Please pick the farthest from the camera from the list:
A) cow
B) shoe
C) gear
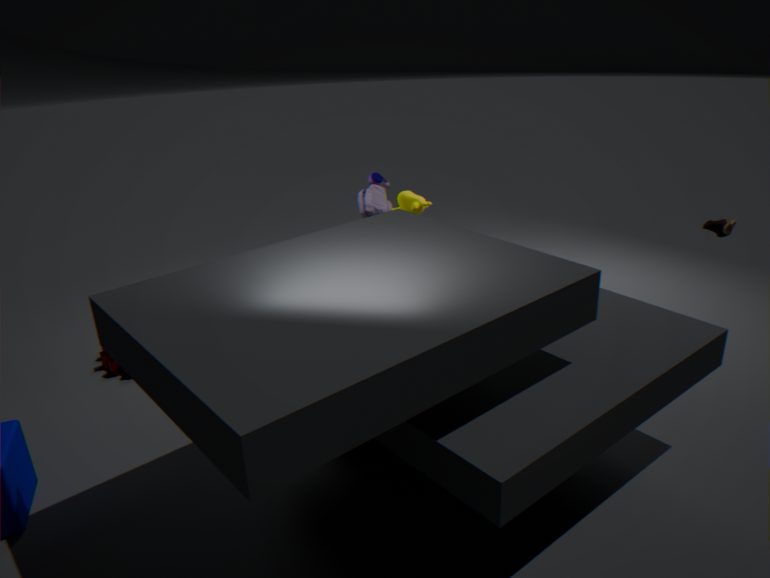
shoe
